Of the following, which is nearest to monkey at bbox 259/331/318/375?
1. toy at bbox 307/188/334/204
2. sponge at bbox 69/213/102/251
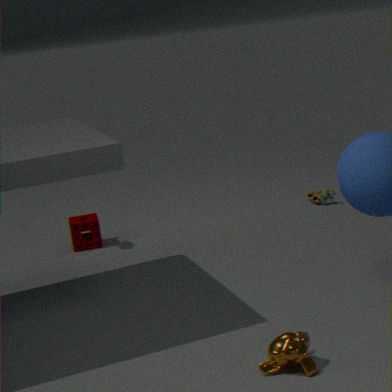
sponge at bbox 69/213/102/251
